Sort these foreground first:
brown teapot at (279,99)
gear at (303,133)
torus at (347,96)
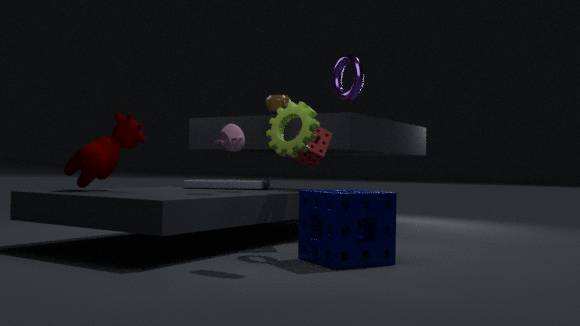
1. gear at (303,133)
2. torus at (347,96)
3. brown teapot at (279,99)
